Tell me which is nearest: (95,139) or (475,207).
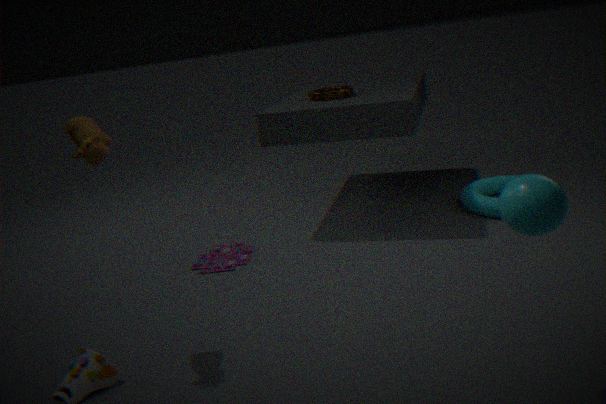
(95,139)
